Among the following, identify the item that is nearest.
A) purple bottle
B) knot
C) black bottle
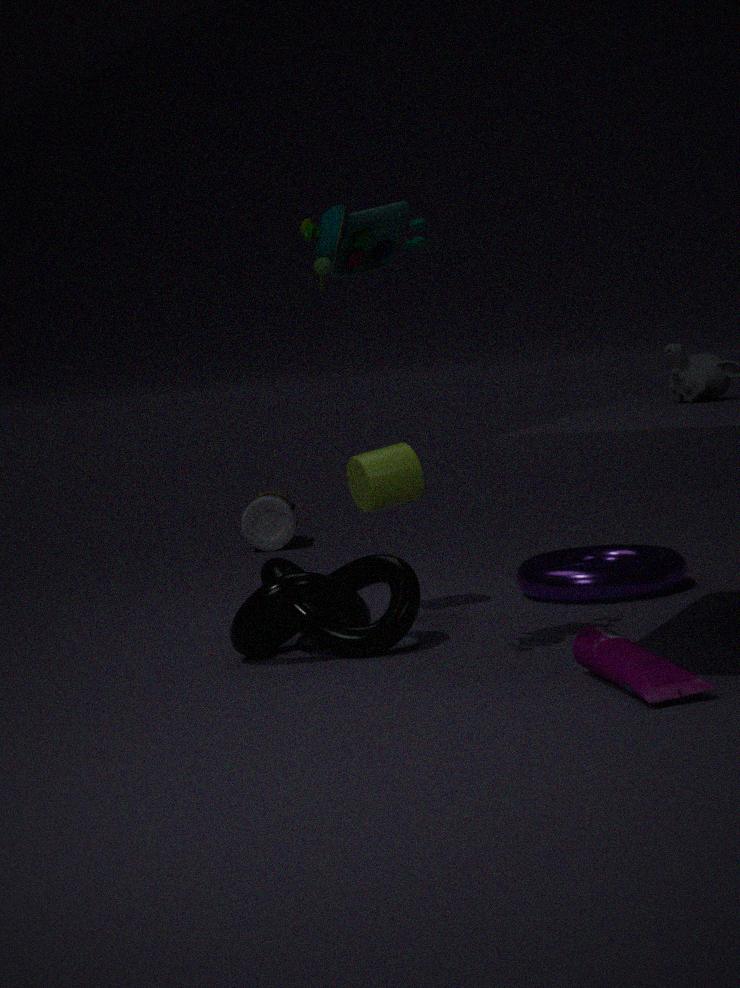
purple bottle
